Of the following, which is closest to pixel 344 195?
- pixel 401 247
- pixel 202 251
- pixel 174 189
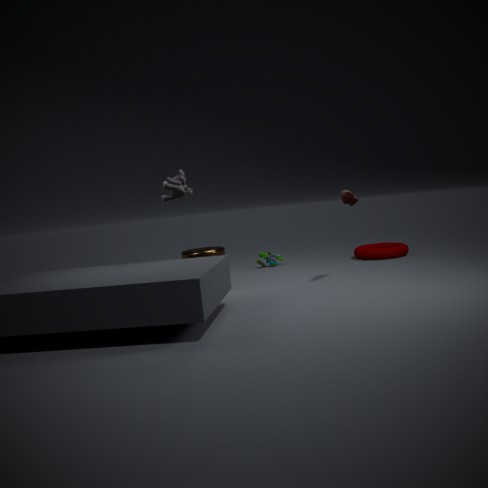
pixel 401 247
